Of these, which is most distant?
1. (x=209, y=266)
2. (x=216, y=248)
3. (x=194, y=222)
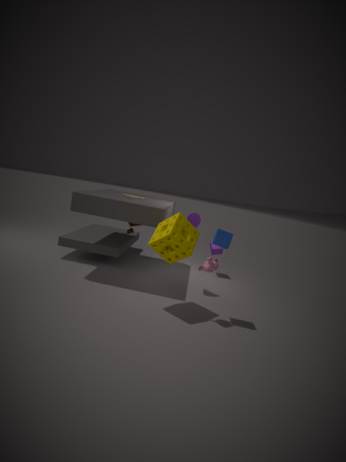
(x=216, y=248)
